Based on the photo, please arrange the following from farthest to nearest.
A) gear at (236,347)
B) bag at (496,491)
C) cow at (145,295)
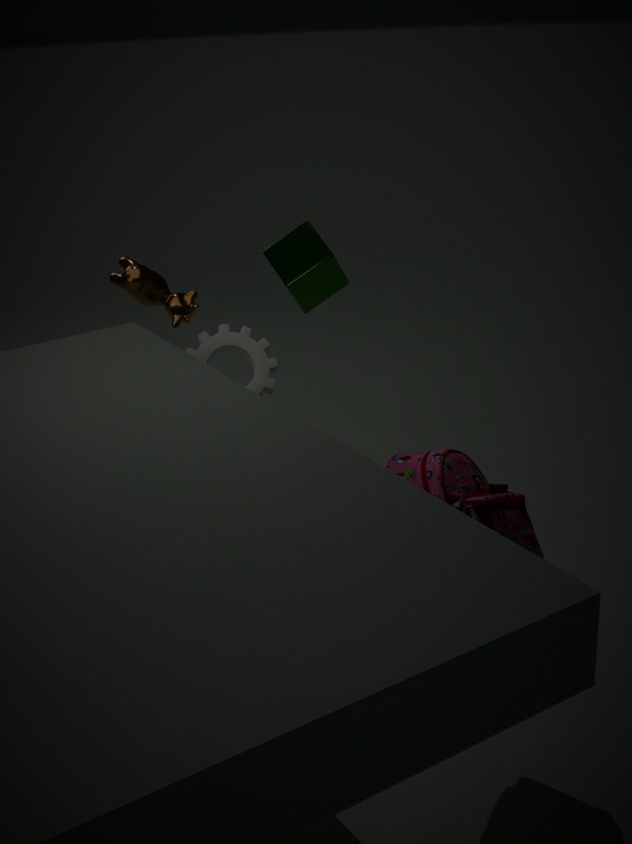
gear at (236,347) → cow at (145,295) → bag at (496,491)
